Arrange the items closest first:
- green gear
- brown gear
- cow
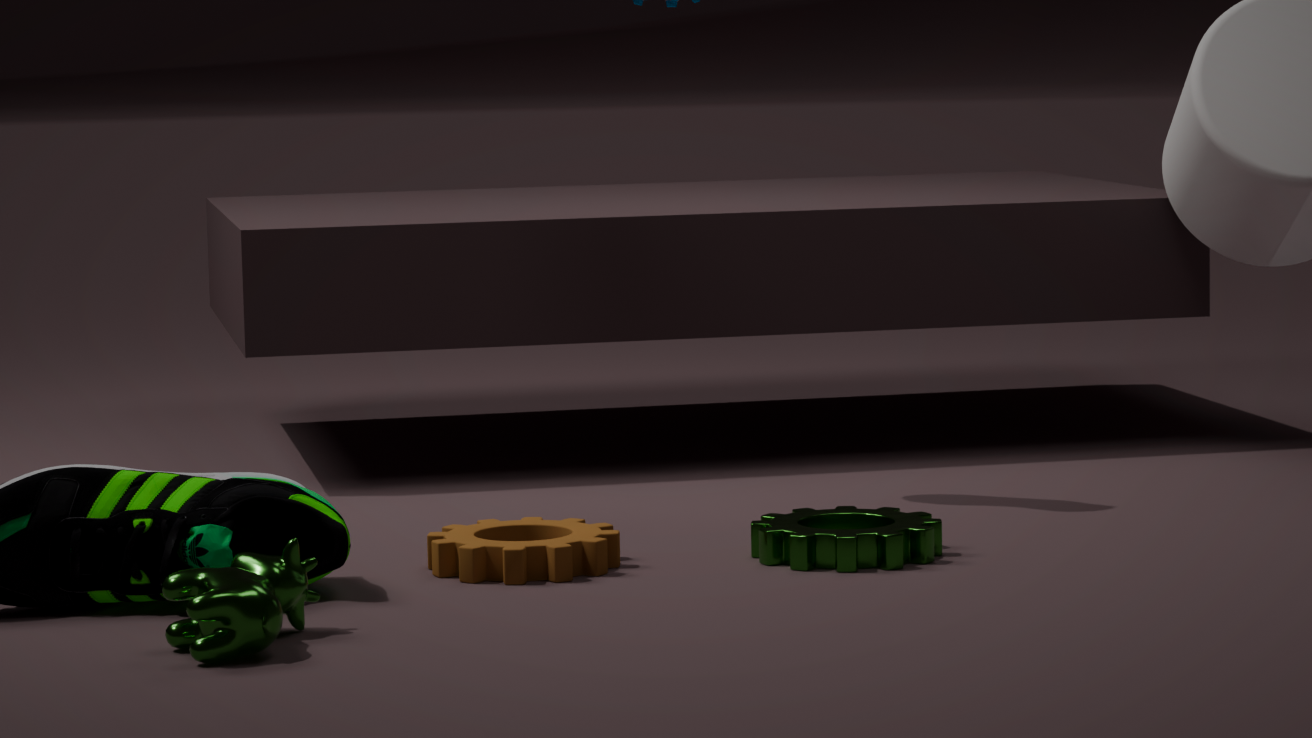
1. cow
2. brown gear
3. green gear
